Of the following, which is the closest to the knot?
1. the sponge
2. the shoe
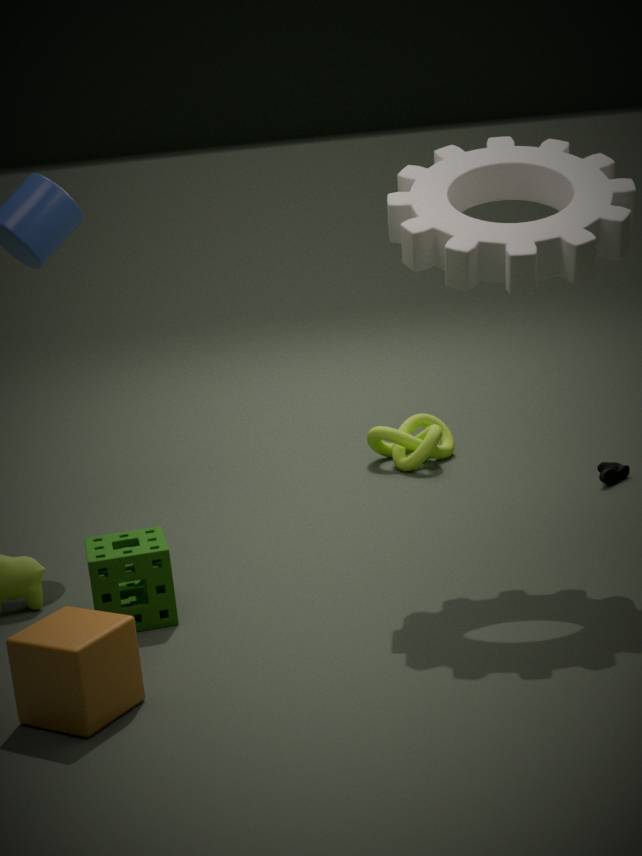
the shoe
